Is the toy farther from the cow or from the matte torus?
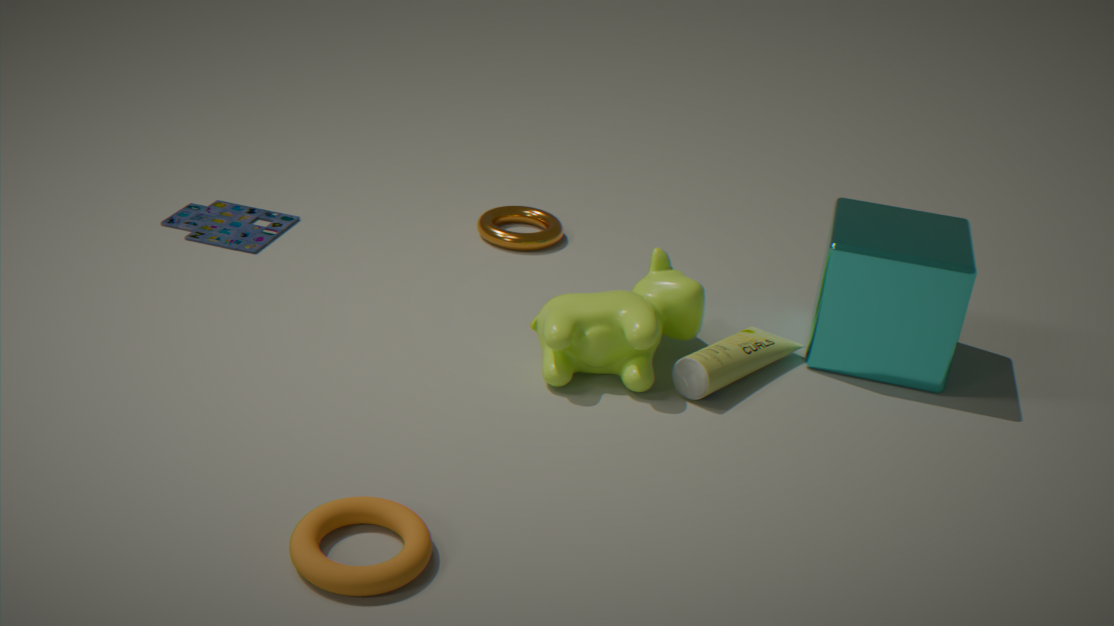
the matte torus
